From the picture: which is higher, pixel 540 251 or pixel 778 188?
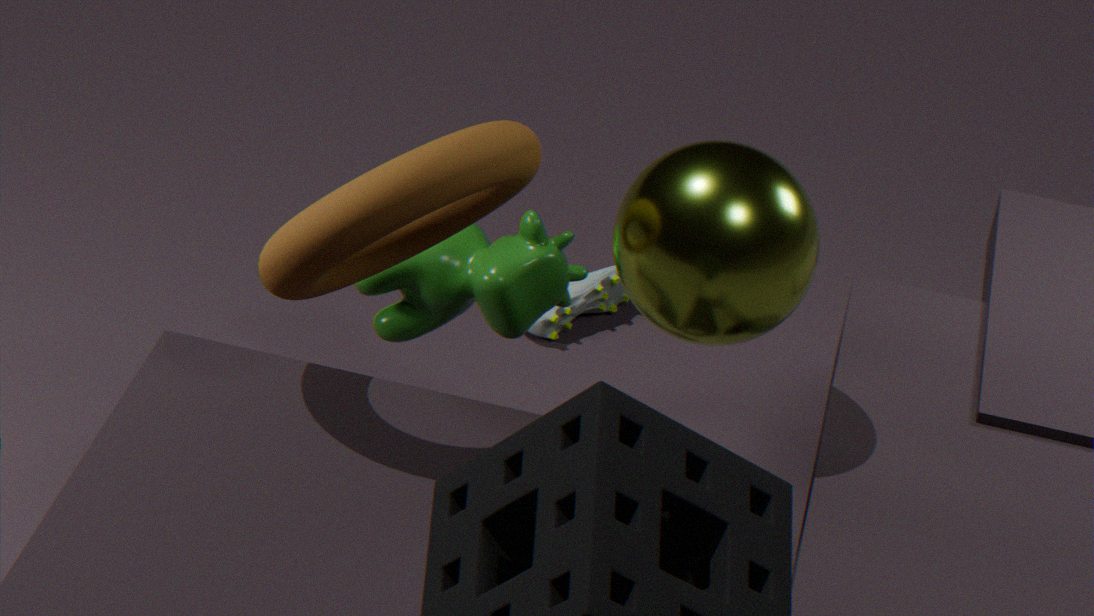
pixel 778 188
